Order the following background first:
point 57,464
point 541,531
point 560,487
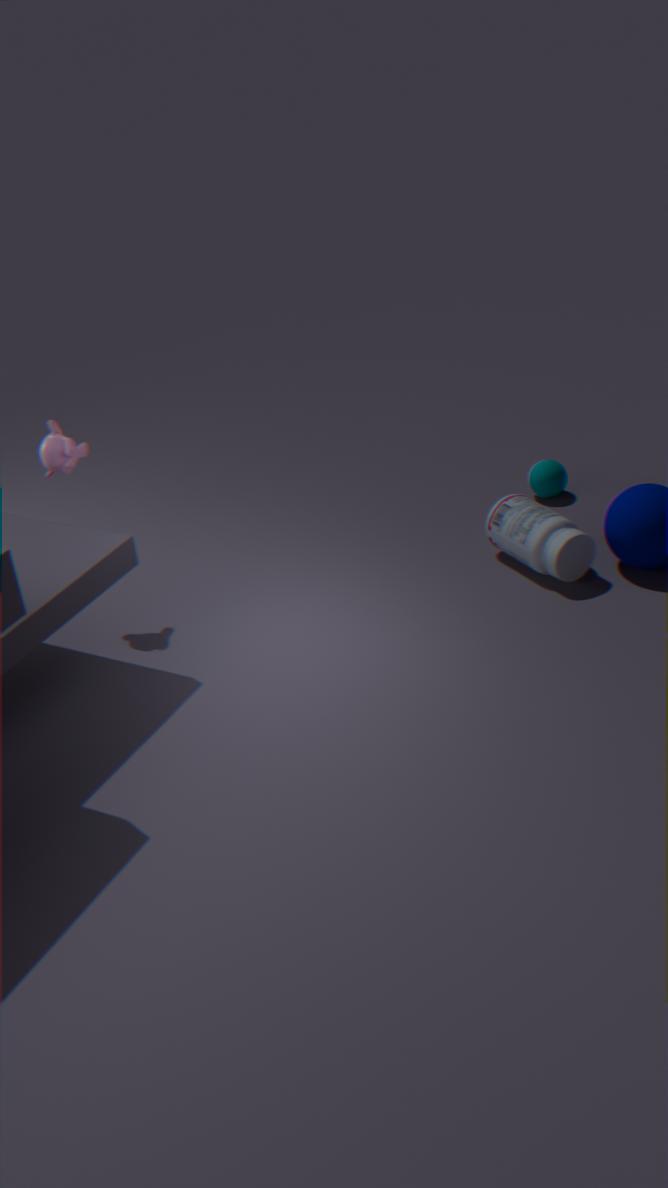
1. point 560,487
2. point 541,531
3. point 57,464
